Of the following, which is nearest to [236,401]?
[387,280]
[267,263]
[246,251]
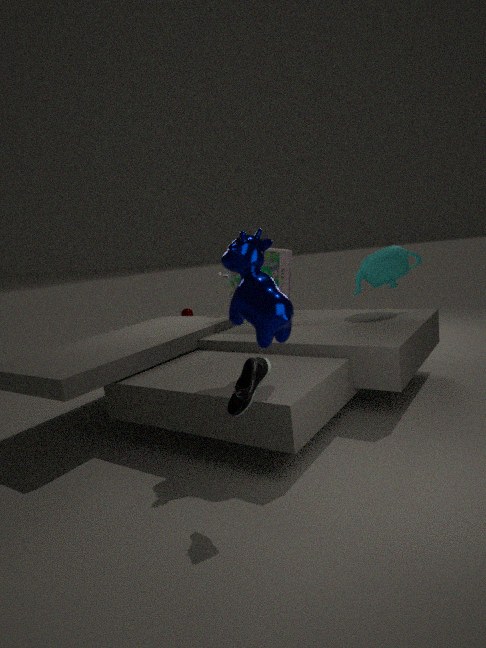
[246,251]
